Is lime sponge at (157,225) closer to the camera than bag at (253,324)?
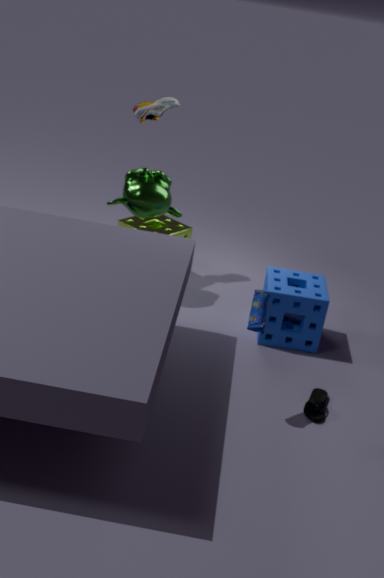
No
